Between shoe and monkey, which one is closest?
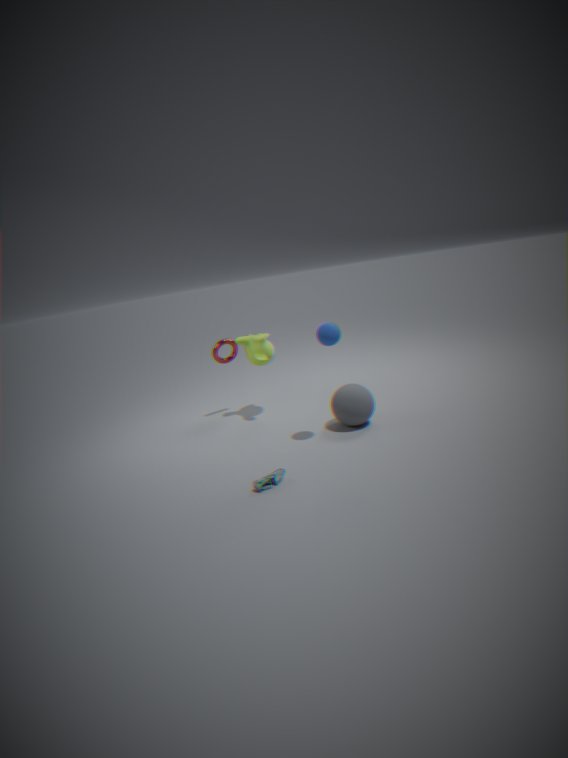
shoe
